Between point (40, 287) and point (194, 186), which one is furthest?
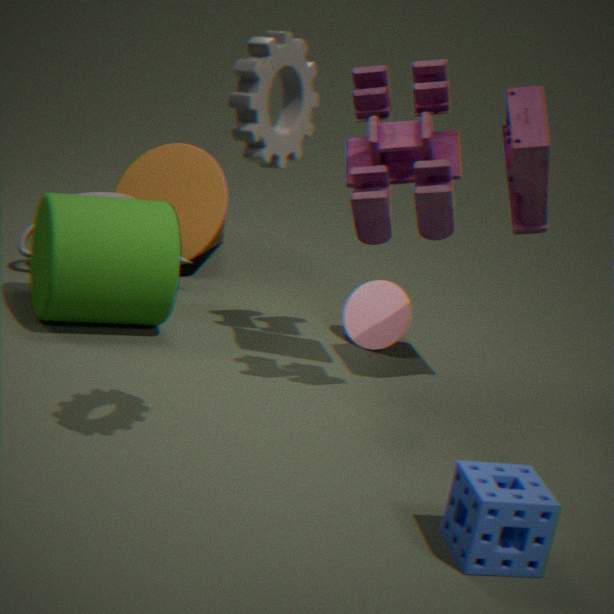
point (194, 186)
